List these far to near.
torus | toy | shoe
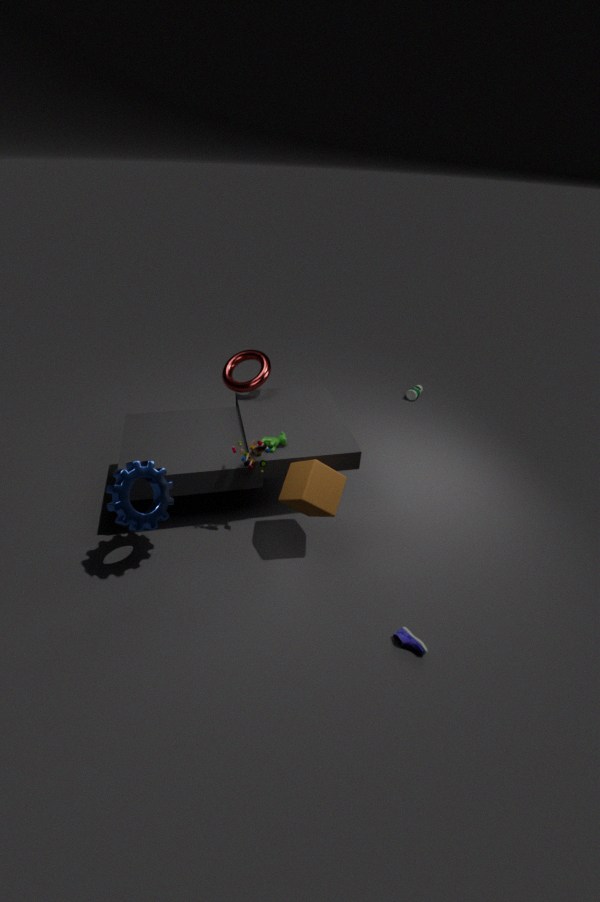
torus < toy < shoe
